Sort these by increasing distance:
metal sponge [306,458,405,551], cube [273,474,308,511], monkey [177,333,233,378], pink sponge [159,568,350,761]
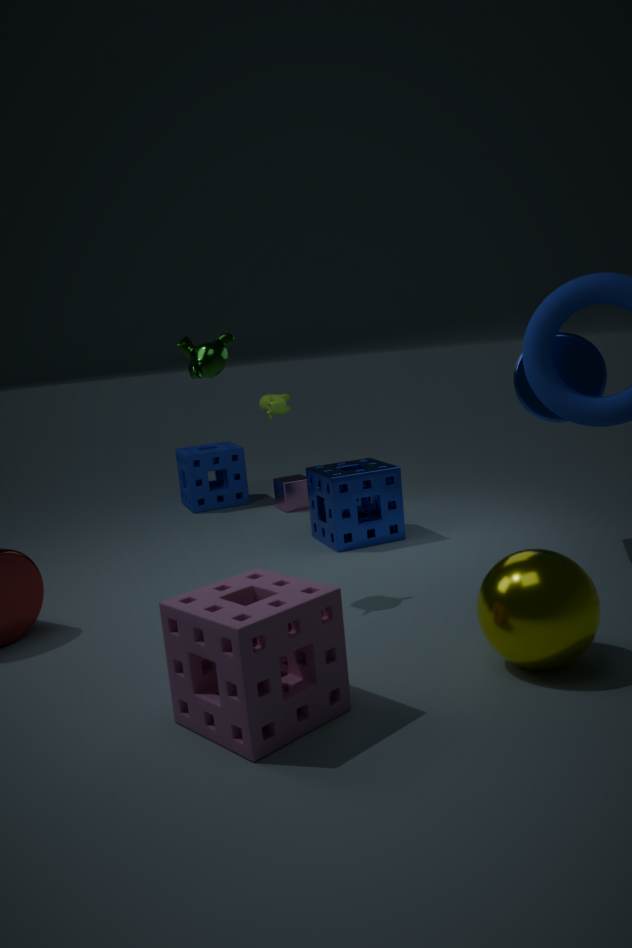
1. pink sponge [159,568,350,761]
2. monkey [177,333,233,378]
3. metal sponge [306,458,405,551]
4. cube [273,474,308,511]
